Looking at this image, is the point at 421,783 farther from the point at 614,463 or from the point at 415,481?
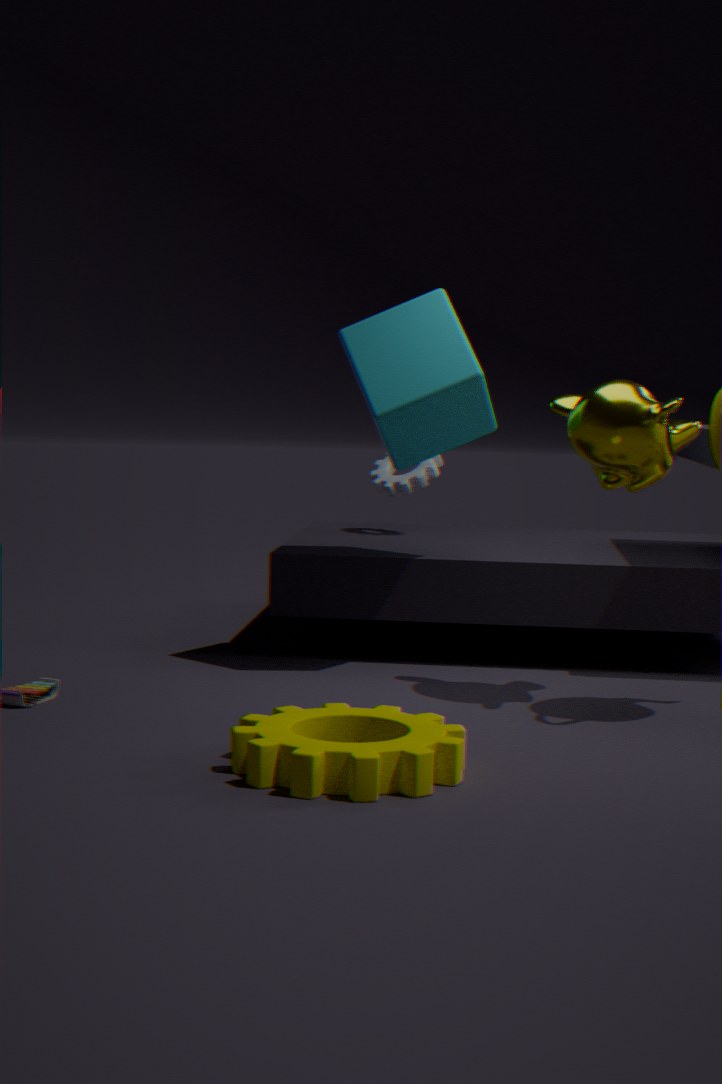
the point at 415,481
